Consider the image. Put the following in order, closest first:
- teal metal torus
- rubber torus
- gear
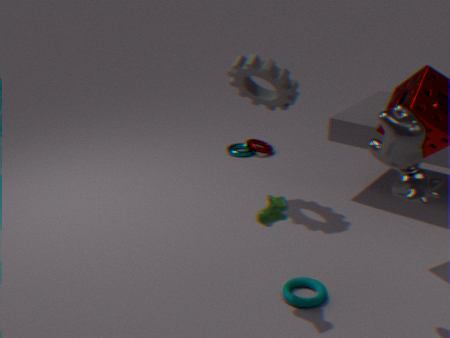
rubber torus → gear → teal metal torus
